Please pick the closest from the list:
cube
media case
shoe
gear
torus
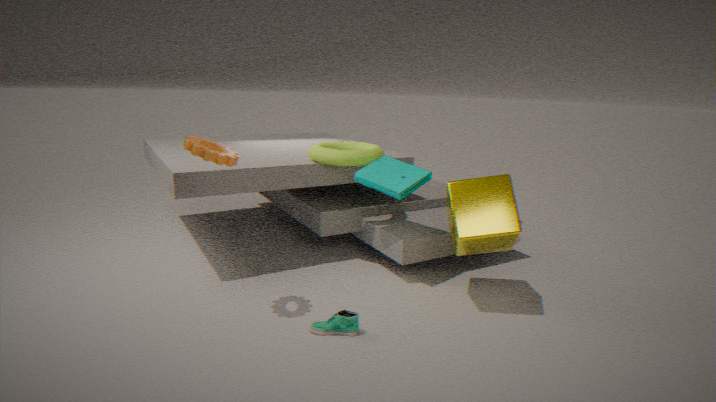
gear
